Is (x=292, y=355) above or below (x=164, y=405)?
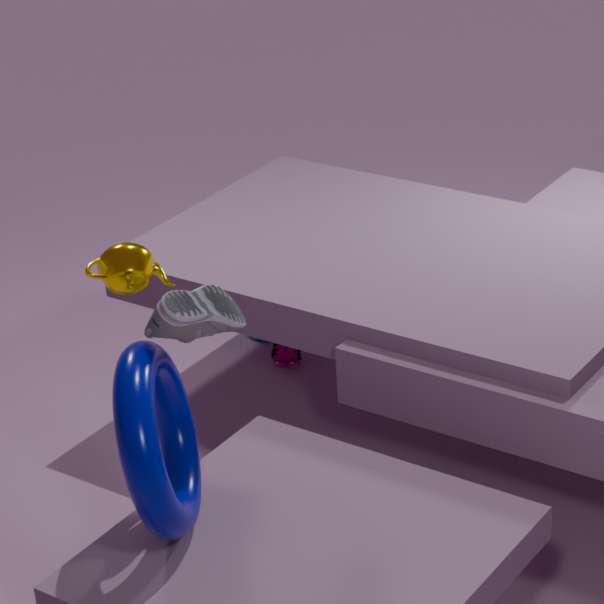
below
